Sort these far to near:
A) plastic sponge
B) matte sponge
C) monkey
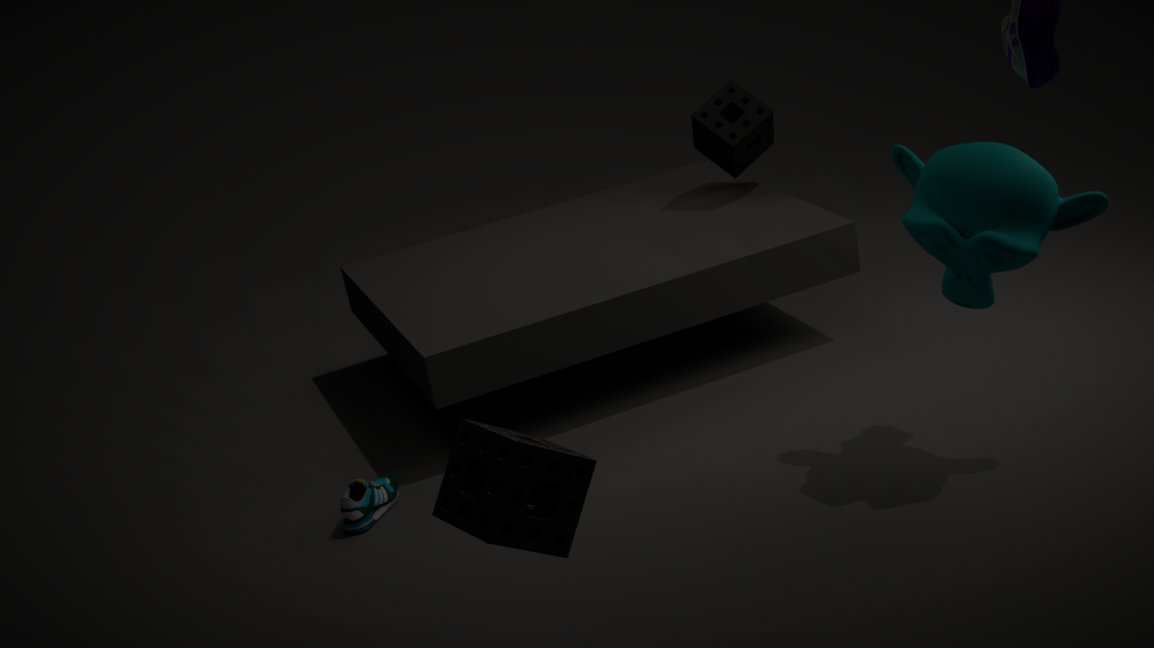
matte sponge → monkey → plastic sponge
